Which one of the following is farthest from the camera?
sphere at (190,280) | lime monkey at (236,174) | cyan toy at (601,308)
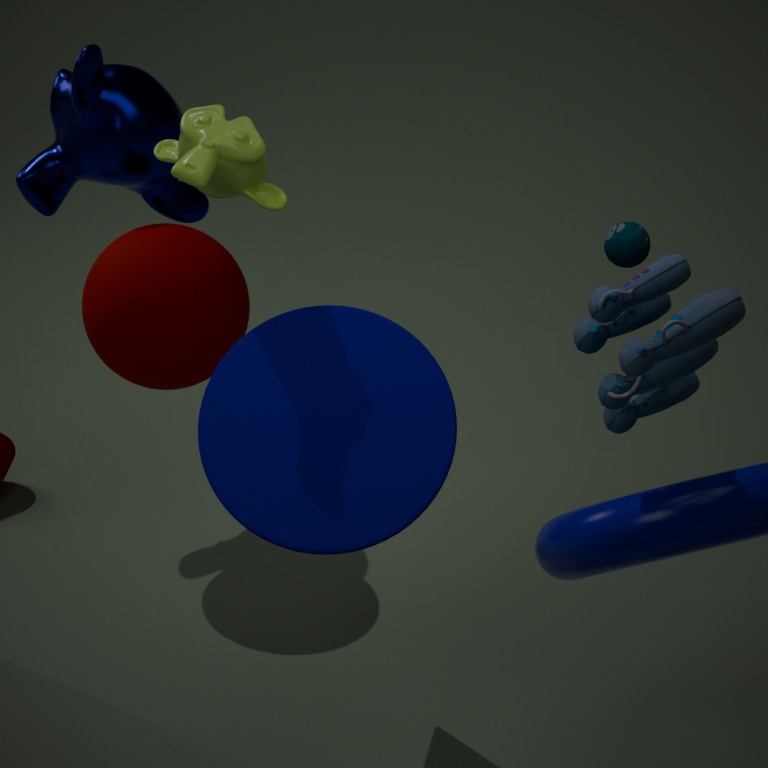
sphere at (190,280)
